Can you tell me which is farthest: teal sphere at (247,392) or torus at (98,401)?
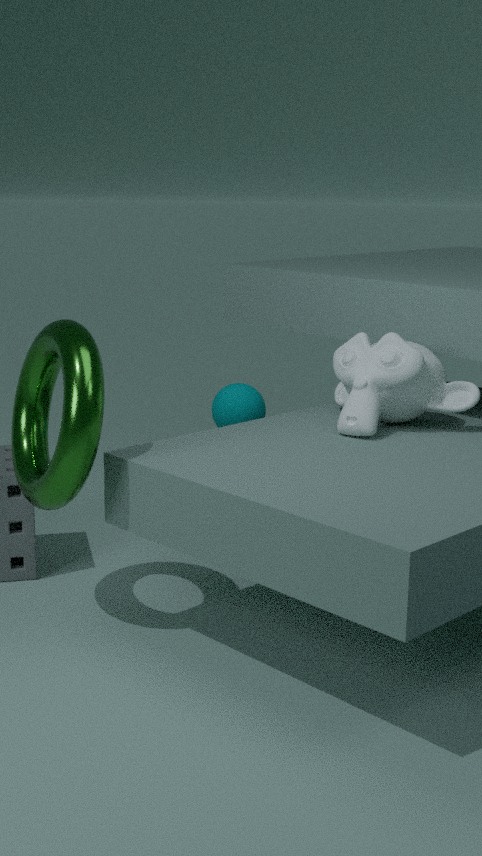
teal sphere at (247,392)
